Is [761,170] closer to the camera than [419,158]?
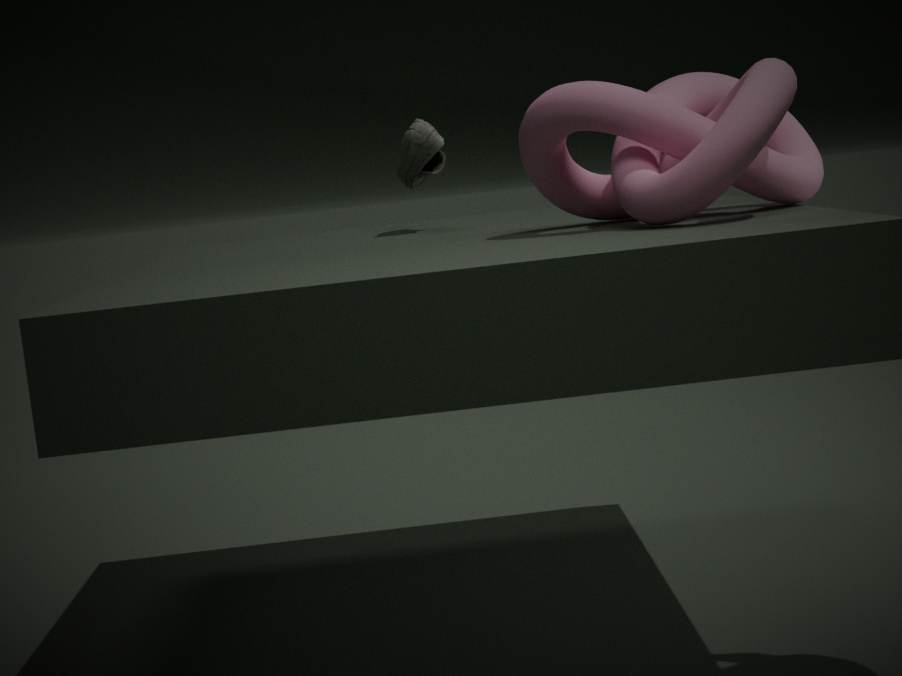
Yes
